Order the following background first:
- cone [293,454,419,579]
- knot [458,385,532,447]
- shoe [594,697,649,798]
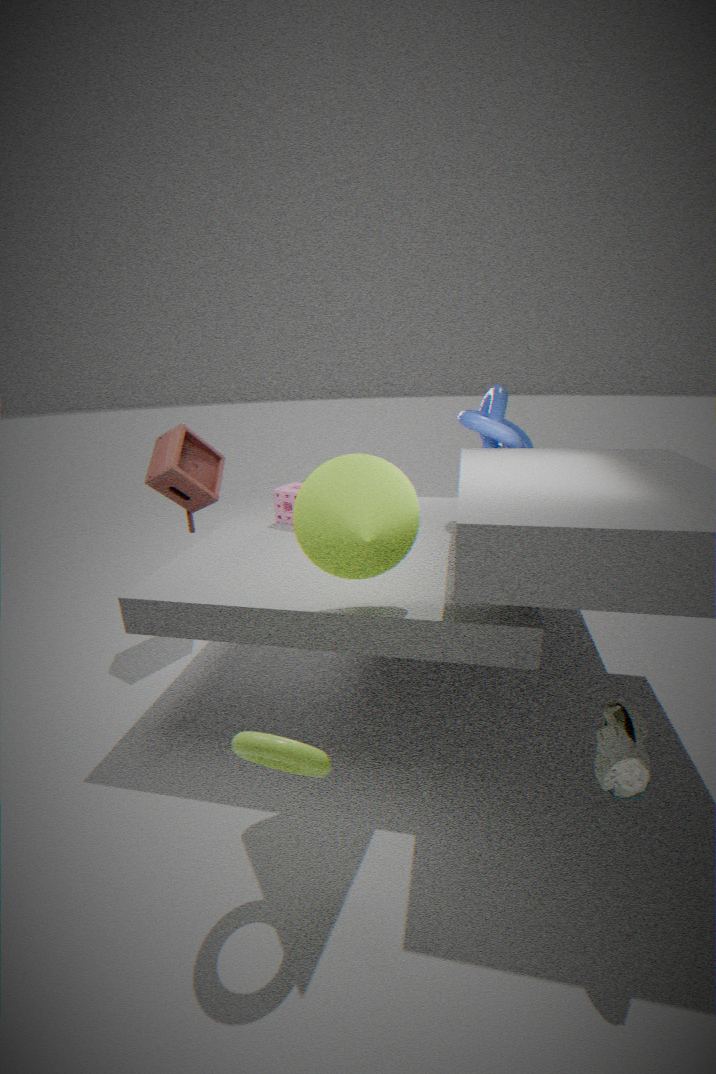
knot [458,385,532,447], cone [293,454,419,579], shoe [594,697,649,798]
